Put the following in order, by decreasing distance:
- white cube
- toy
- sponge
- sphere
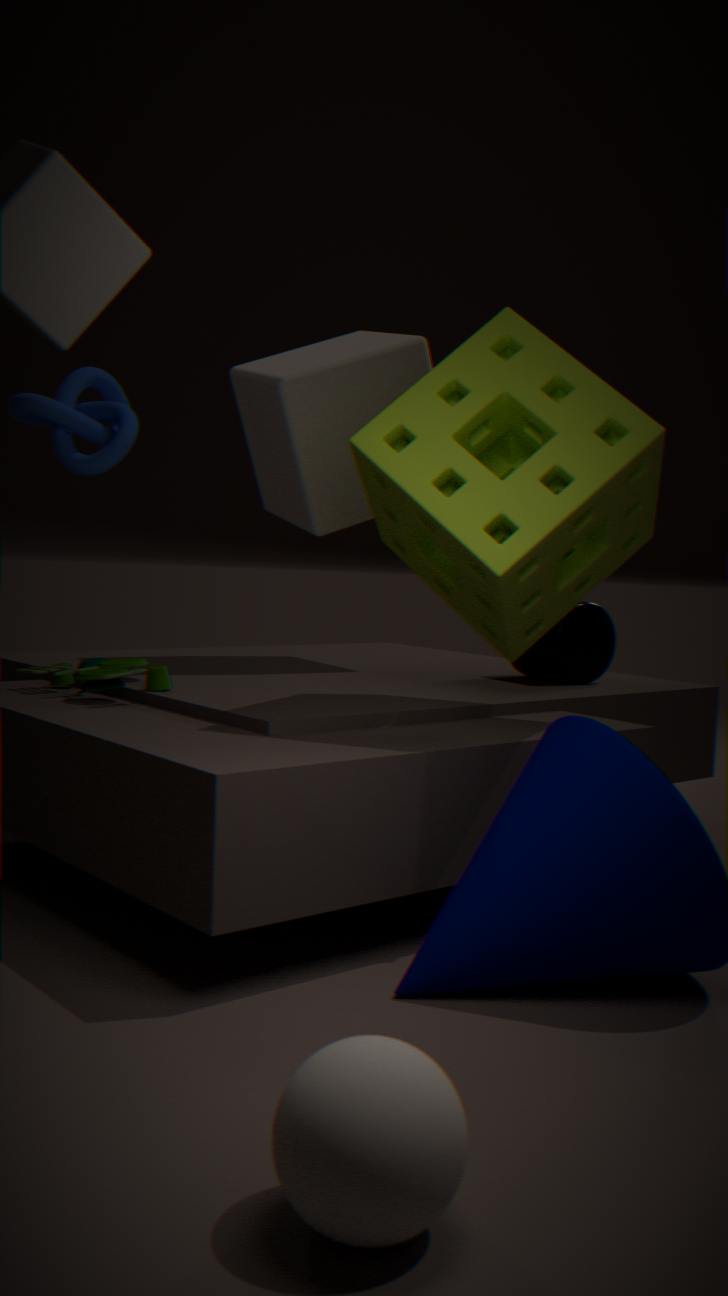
1. white cube
2. toy
3. sponge
4. sphere
